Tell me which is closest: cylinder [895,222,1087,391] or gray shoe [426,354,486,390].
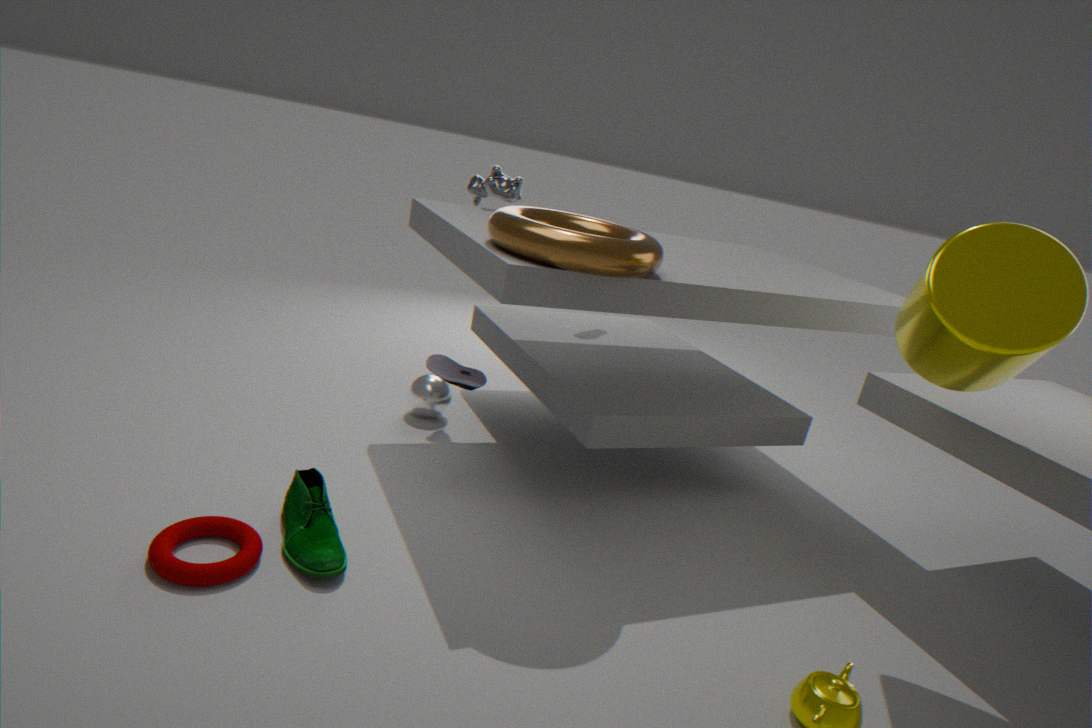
cylinder [895,222,1087,391]
